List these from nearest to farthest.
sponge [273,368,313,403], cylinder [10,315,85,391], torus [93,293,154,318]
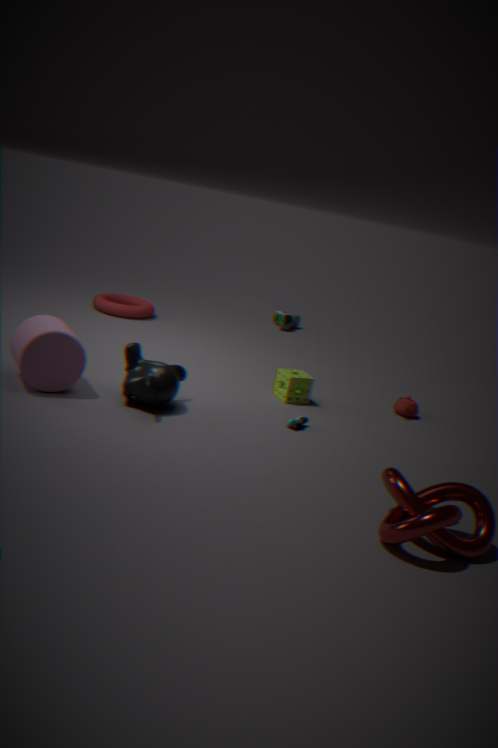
1. cylinder [10,315,85,391]
2. sponge [273,368,313,403]
3. torus [93,293,154,318]
